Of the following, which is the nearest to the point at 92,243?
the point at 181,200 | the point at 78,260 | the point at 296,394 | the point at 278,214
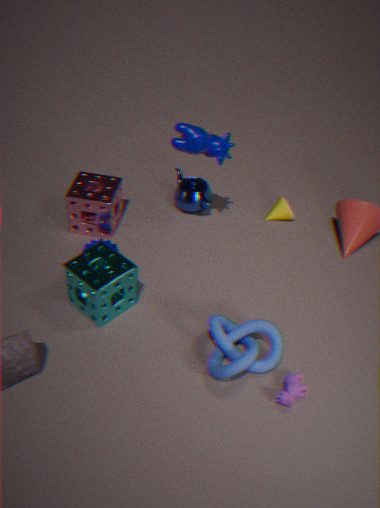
the point at 78,260
